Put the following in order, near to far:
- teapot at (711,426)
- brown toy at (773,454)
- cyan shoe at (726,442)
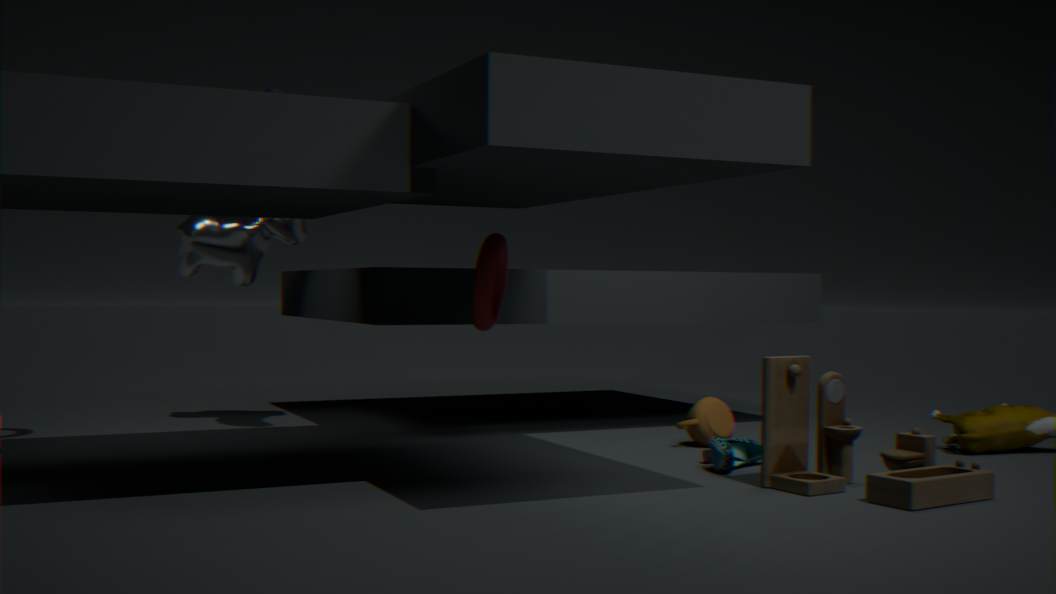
brown toy at (773,454), cyan shoe at (726,442), teapot at (711,426)
